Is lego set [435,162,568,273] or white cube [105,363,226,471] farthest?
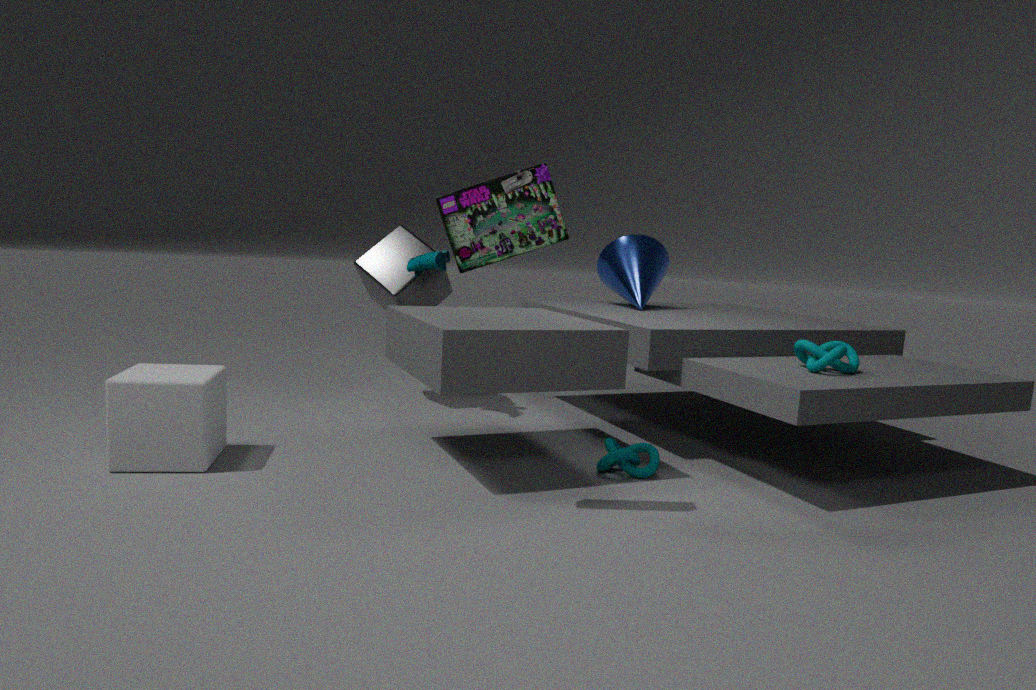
white cube [105,363,226,471]
